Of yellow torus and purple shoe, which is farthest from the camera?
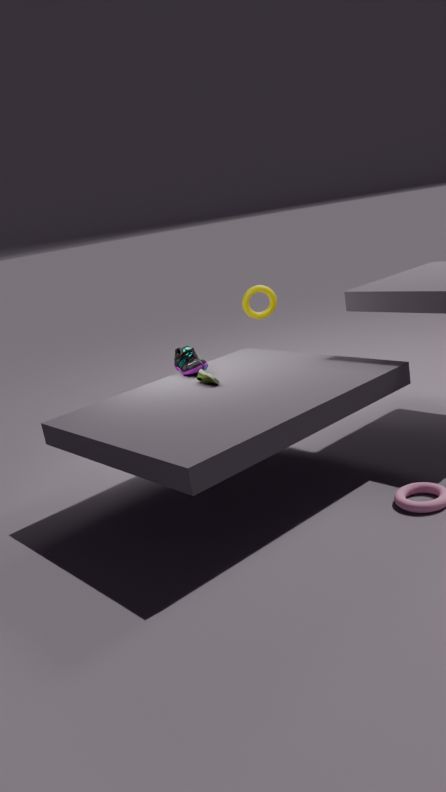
yellow torus
